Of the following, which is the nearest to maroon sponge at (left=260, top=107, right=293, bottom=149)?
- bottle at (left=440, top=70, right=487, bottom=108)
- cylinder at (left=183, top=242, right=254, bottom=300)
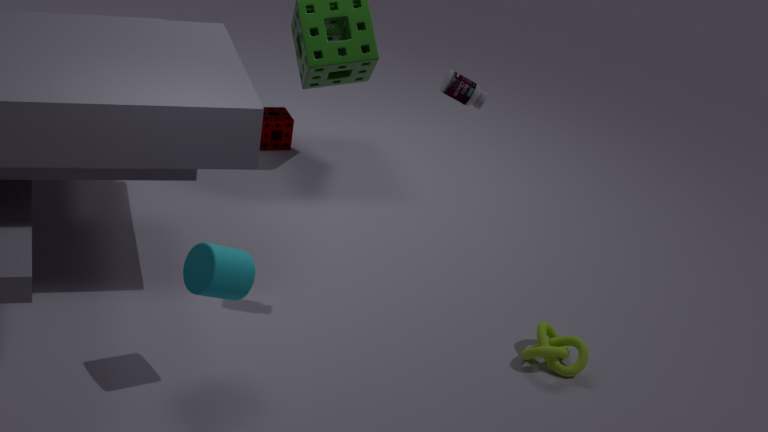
bottle at (left=440, top=70, right=487, bottom=108)
